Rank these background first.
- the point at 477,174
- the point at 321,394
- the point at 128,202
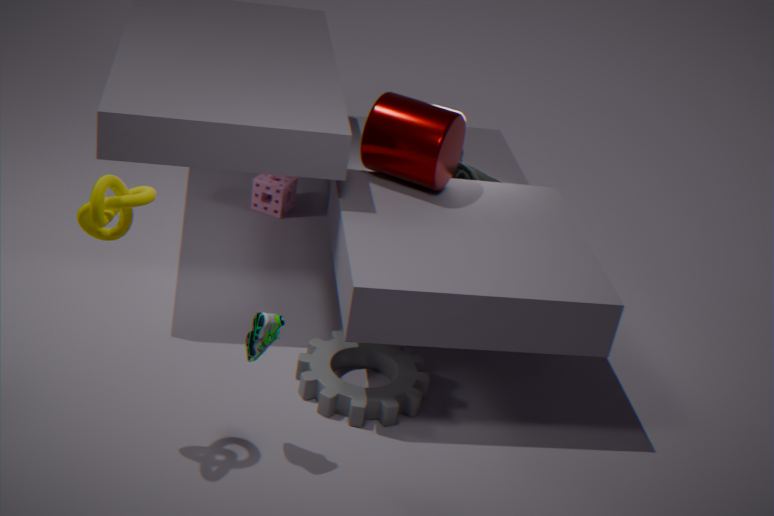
the point at 477,174 < the point at 321,394 < the point at 128,202
